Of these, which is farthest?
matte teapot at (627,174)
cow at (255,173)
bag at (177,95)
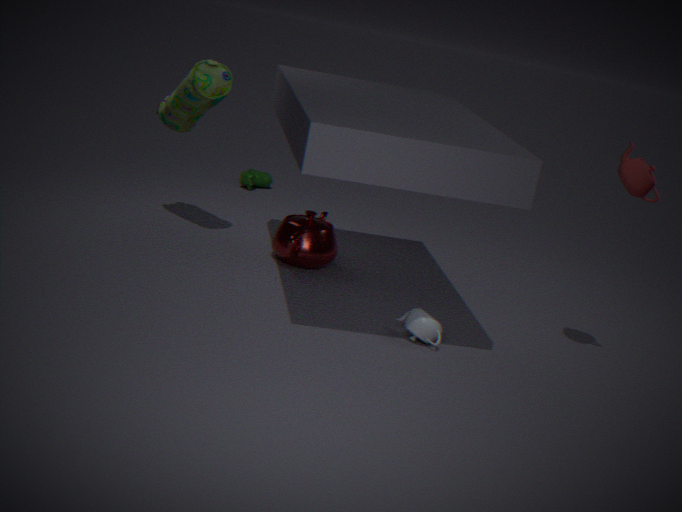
cow at (255,173)
